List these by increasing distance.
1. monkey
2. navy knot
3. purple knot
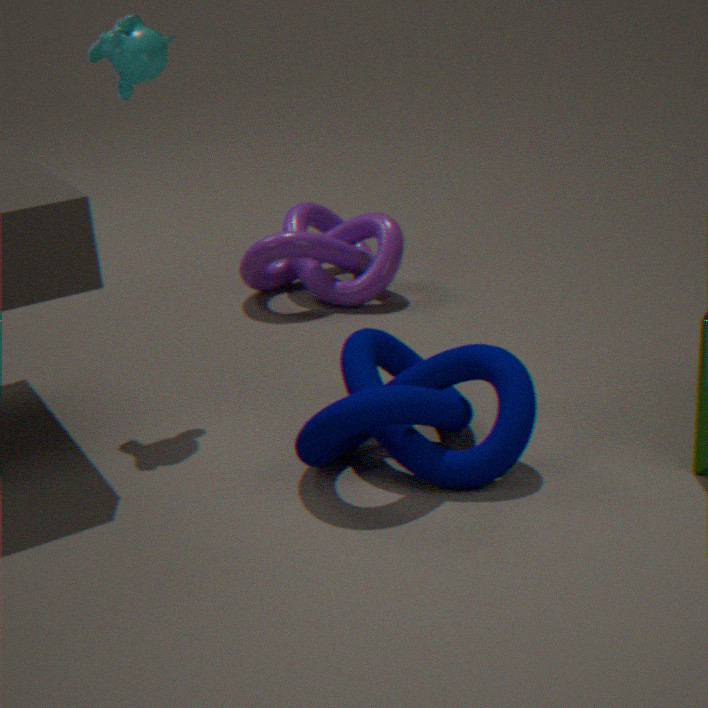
1. navy knot
2. monkey
3. purple knot
